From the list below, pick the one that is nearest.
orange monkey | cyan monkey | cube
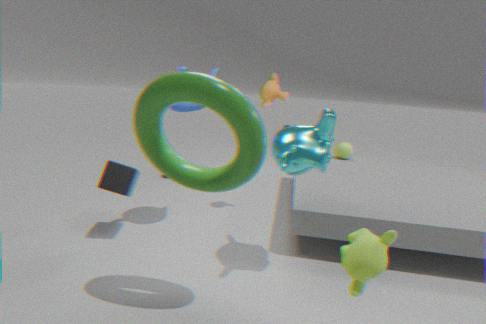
cyan monkey
